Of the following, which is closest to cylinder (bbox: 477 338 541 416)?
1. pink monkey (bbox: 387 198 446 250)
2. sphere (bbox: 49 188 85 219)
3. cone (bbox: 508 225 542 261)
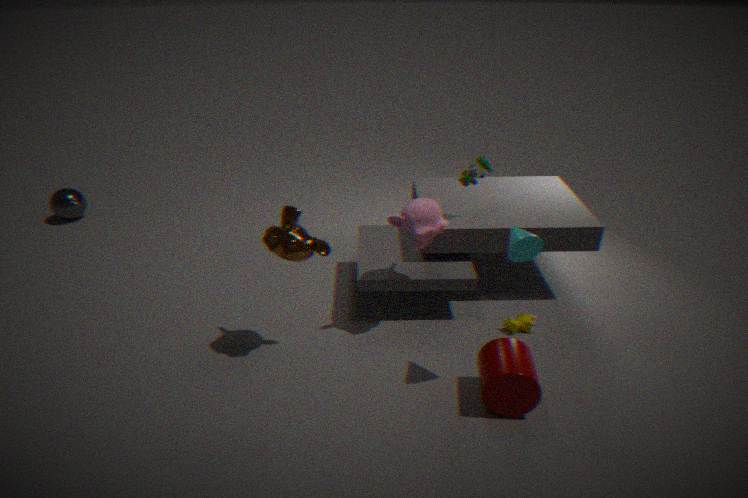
cone (bbox: 508 225 542 261)
